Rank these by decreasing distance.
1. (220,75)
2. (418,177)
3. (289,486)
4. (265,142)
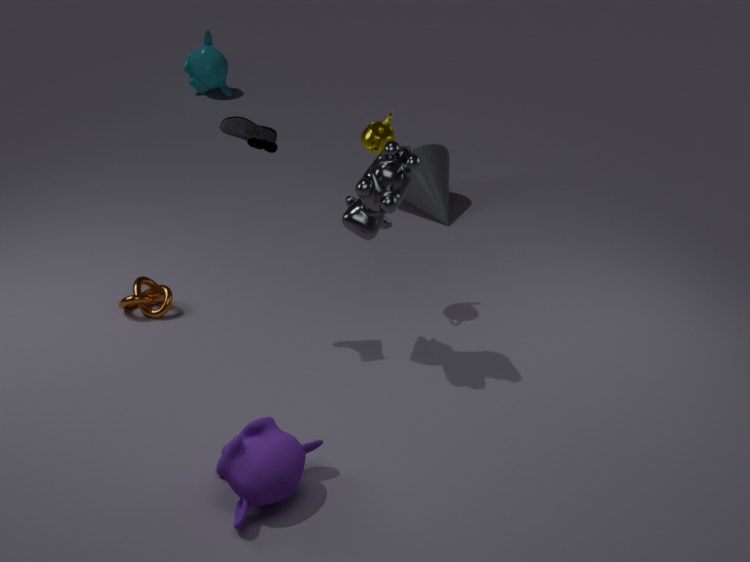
(220,75), (418,177), (265,142), (289,486)
